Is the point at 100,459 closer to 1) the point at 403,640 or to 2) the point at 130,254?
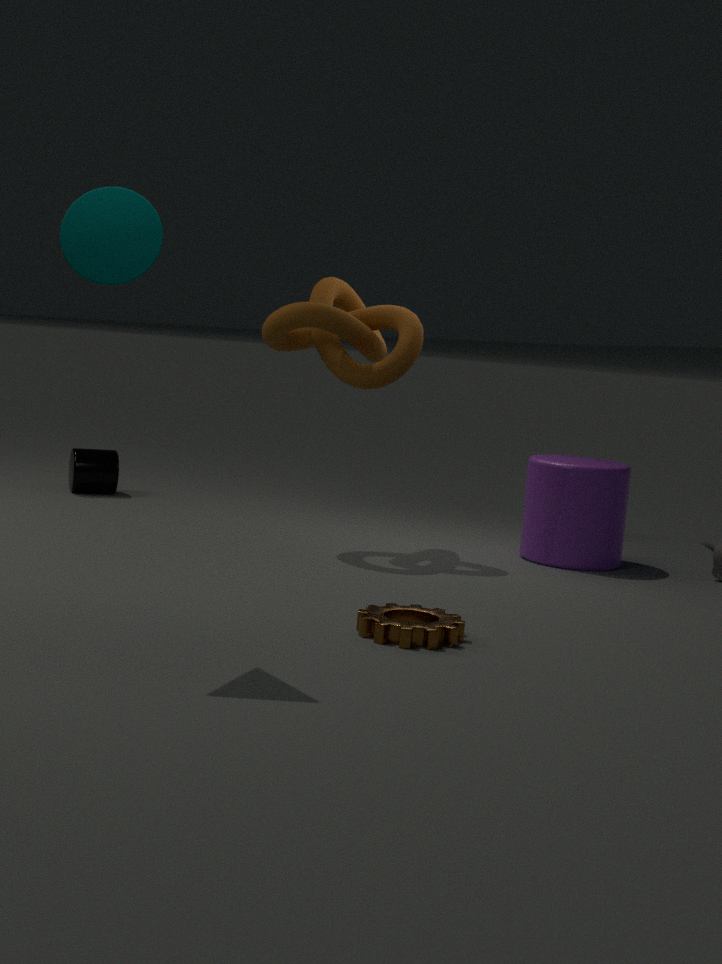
1) the point at 403,640
